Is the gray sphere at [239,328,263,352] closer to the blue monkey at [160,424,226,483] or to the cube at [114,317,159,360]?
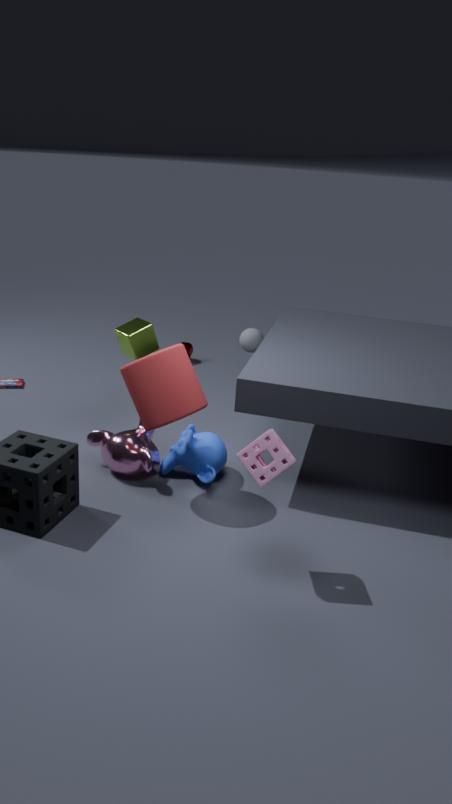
the cube at [114,317,159,360]
